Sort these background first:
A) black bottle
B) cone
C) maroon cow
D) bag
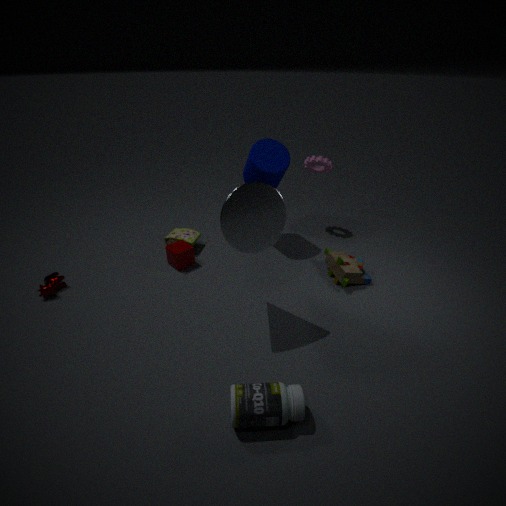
bag → maroon cow → cone → black bottle
